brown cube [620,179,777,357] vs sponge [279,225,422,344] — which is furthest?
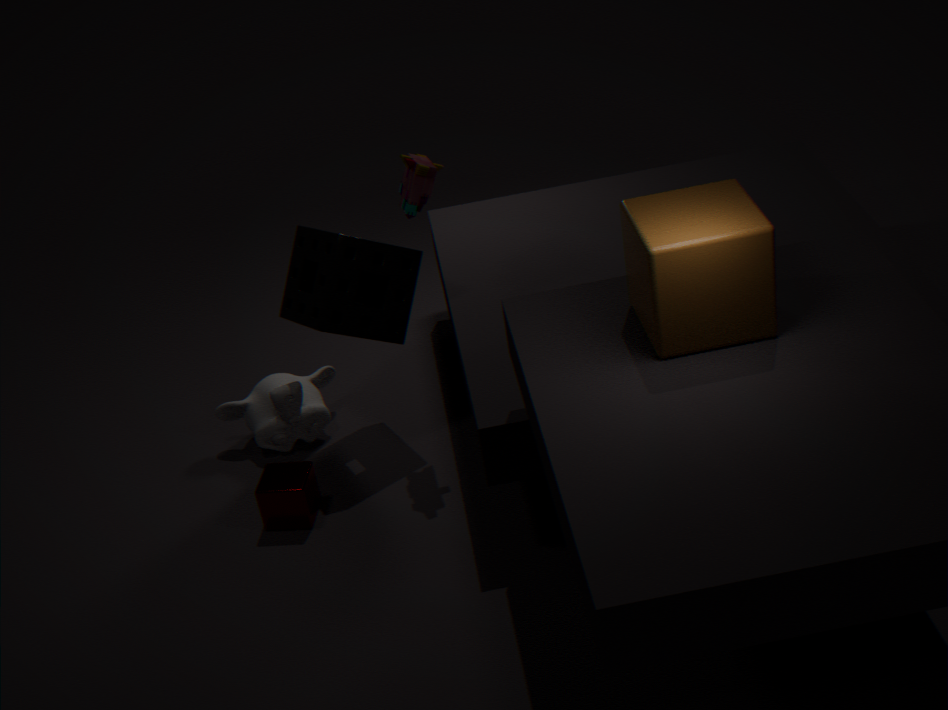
sponge [279,225,422,344]
